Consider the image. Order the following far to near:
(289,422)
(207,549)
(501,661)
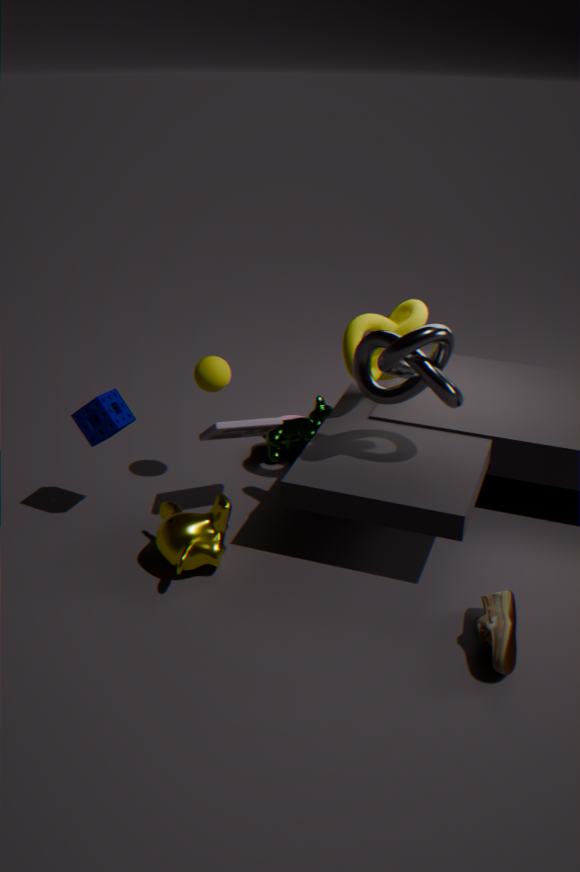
(289,422), (207,549), (501,661)
